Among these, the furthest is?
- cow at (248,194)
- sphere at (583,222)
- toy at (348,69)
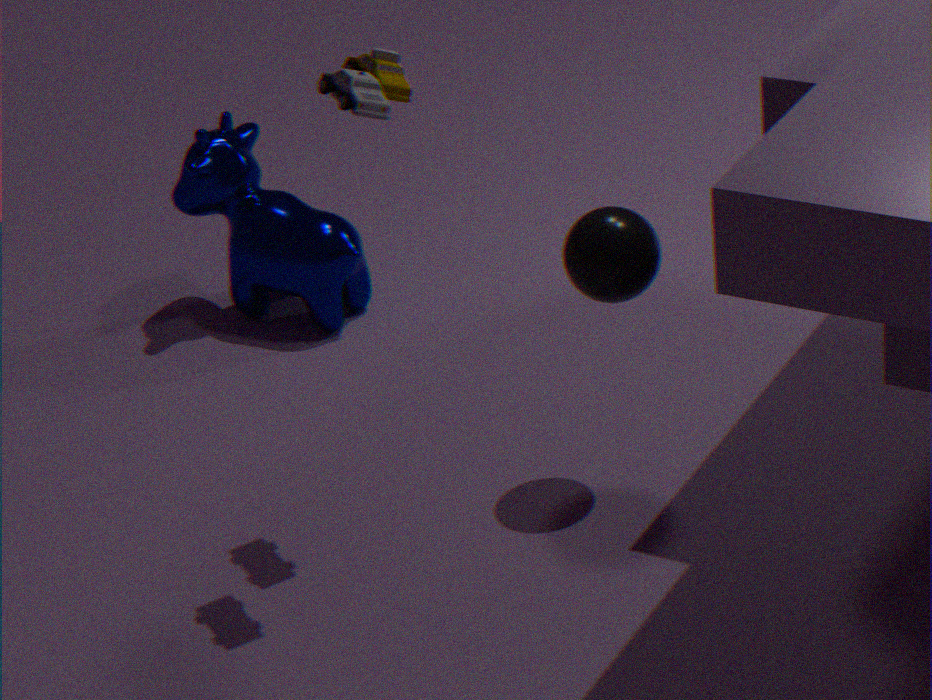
cow at (248,194)
